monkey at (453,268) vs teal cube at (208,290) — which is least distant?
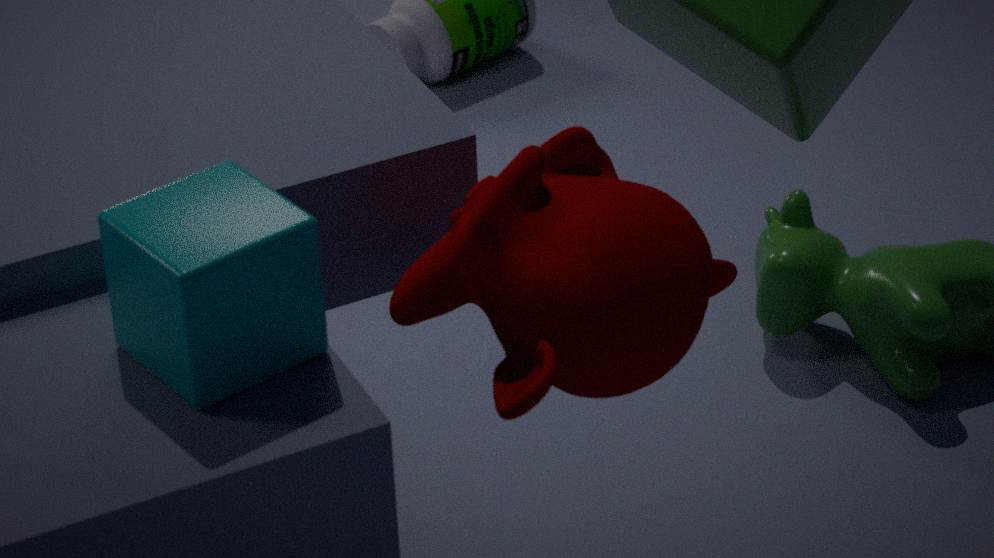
teal cube at (208,290)
